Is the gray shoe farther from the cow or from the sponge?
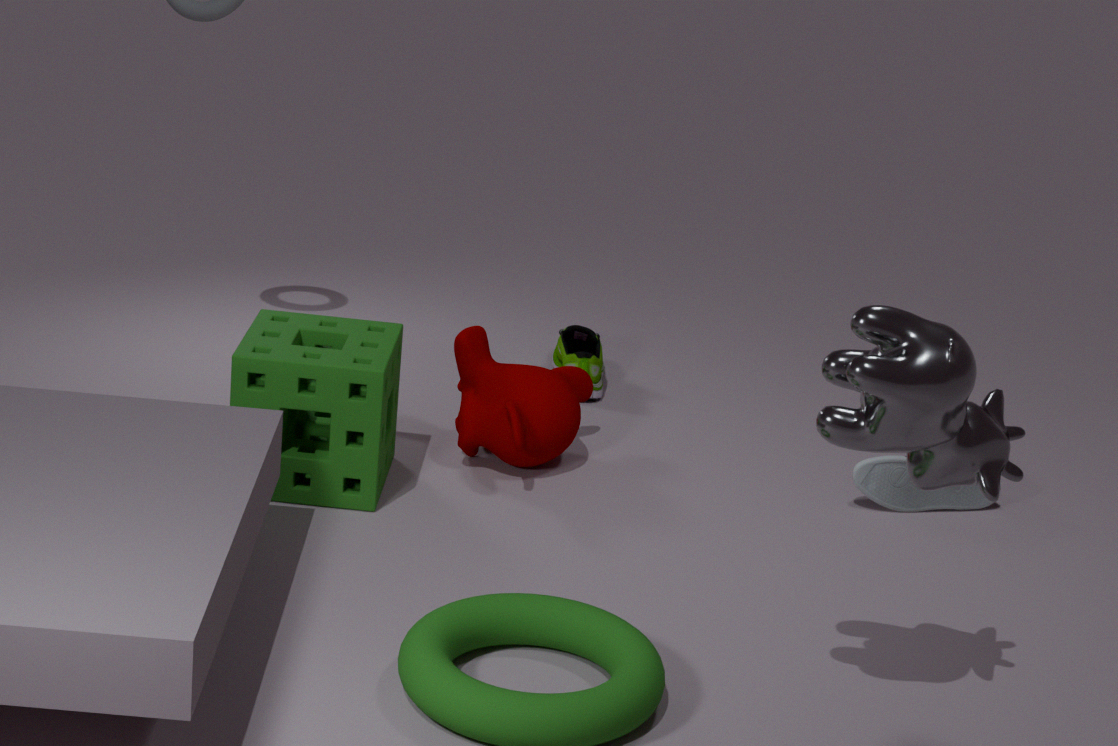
the sponge
